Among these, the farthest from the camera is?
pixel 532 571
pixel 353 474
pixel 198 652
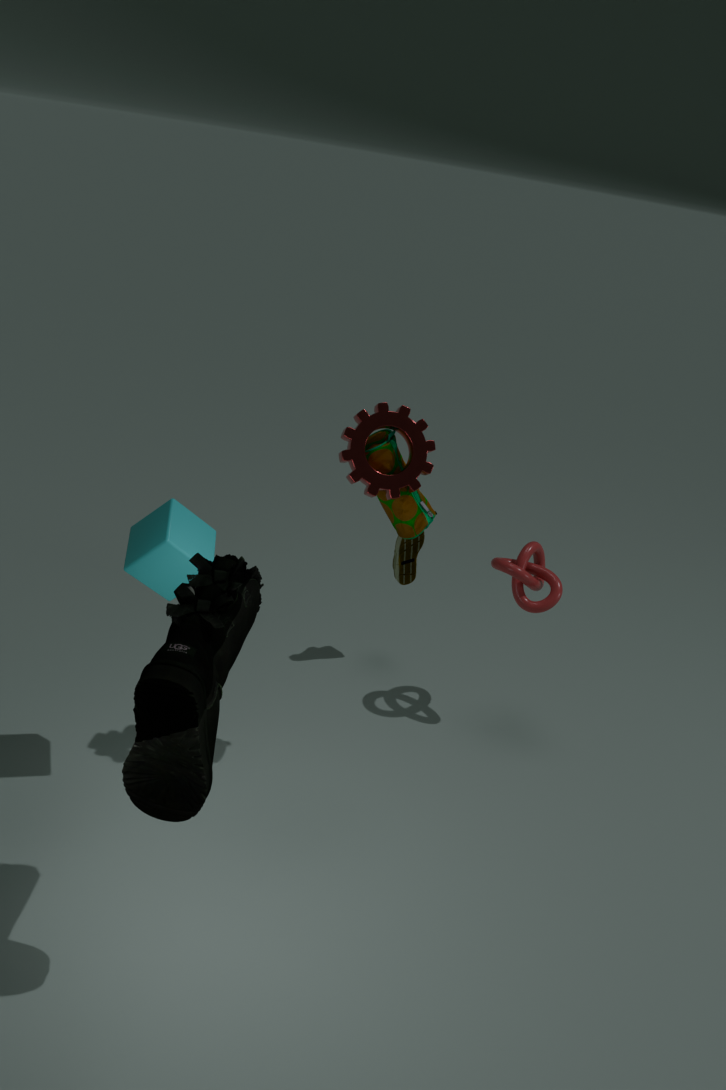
pixel 532 571
